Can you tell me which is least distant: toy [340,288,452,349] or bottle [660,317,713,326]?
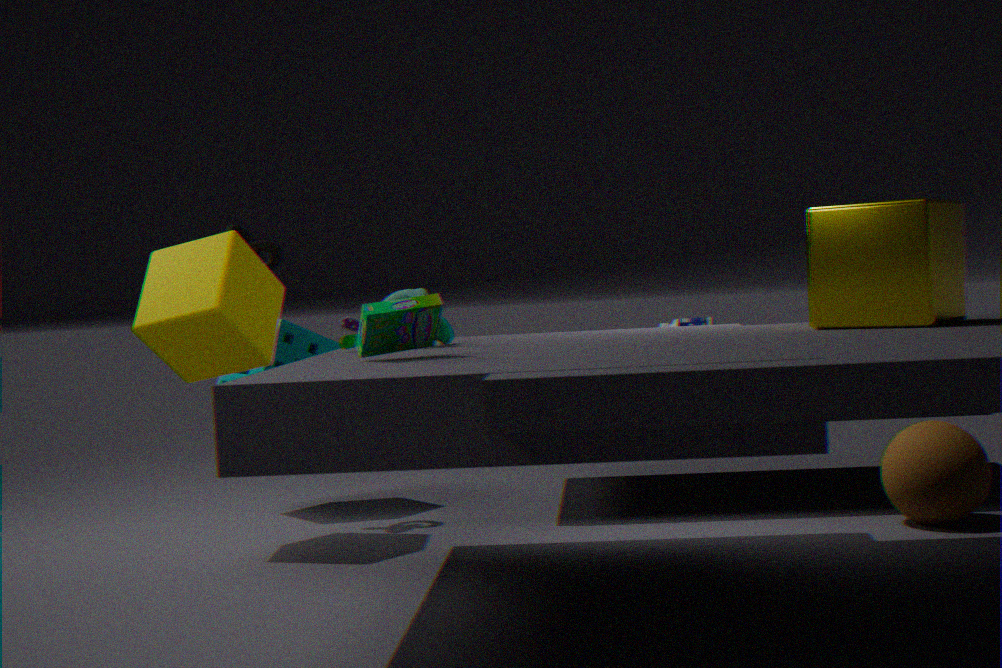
toy [340,288,452,349]
